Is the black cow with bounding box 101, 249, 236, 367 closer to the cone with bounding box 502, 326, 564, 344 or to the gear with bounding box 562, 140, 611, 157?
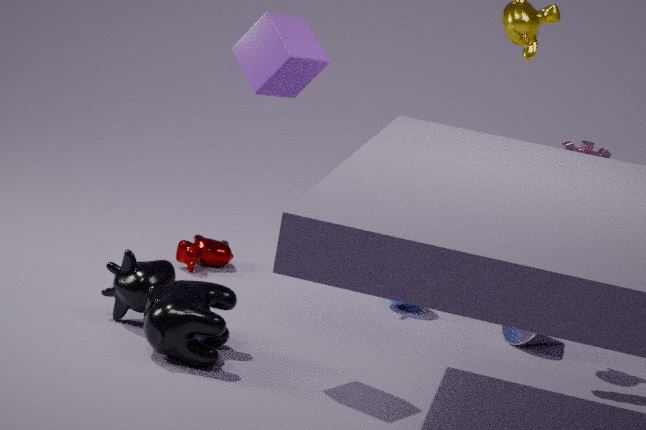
the gear with bounding box 562, 140, 611, 157
